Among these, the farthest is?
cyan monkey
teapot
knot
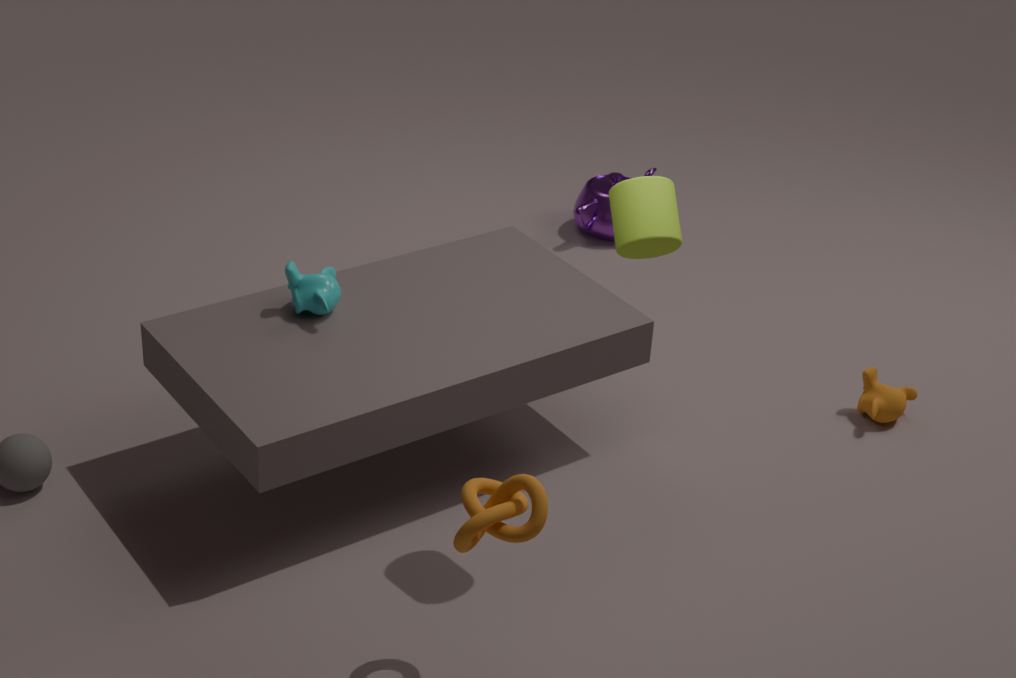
teapot
